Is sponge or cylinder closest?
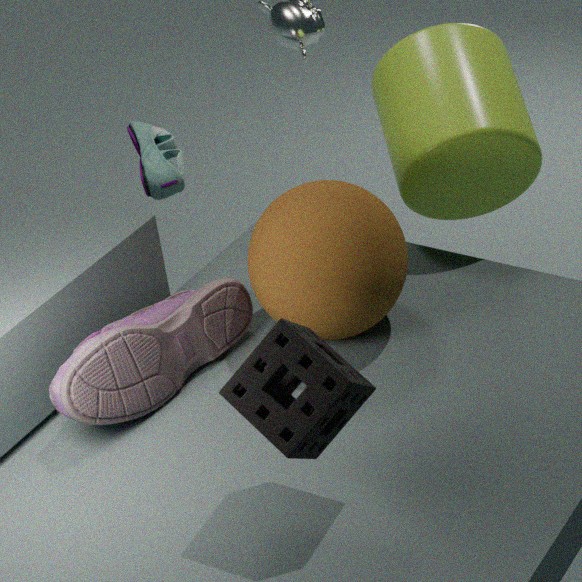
sponge
